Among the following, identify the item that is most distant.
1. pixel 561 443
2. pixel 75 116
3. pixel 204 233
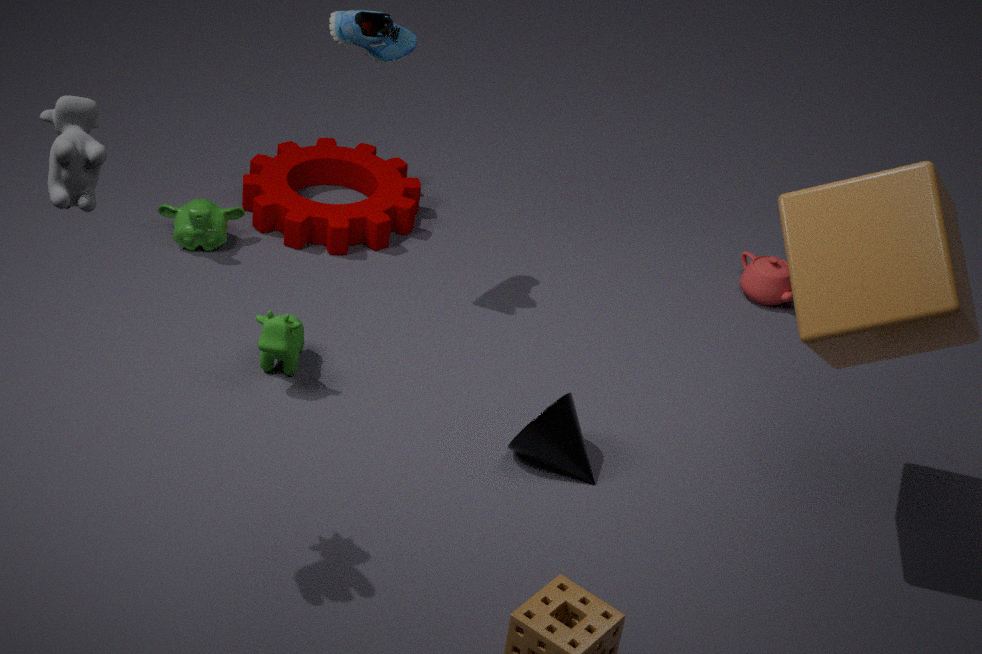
pixel 204 233
